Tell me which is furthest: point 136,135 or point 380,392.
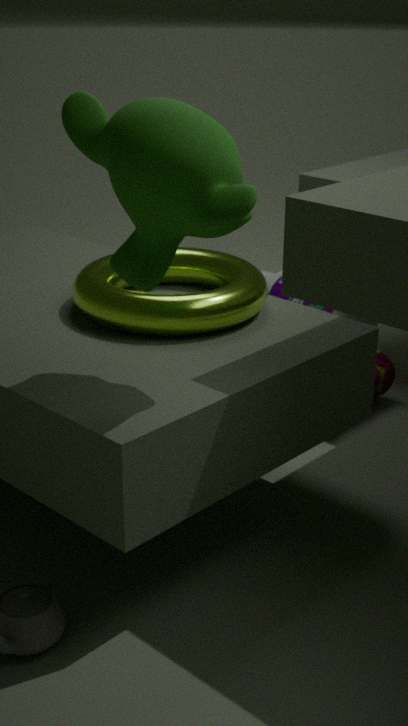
point 380,392
